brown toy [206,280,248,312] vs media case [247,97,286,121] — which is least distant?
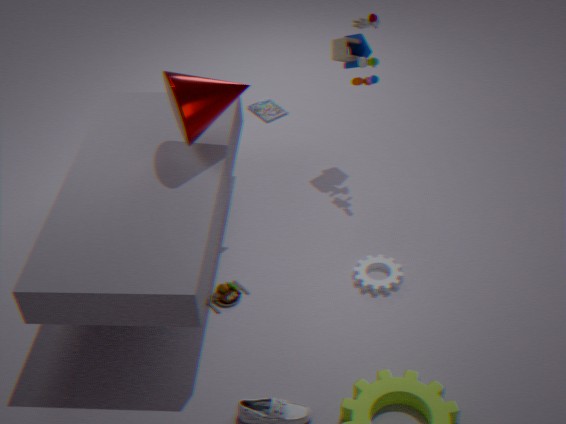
brown toy [206,280,248,312]
